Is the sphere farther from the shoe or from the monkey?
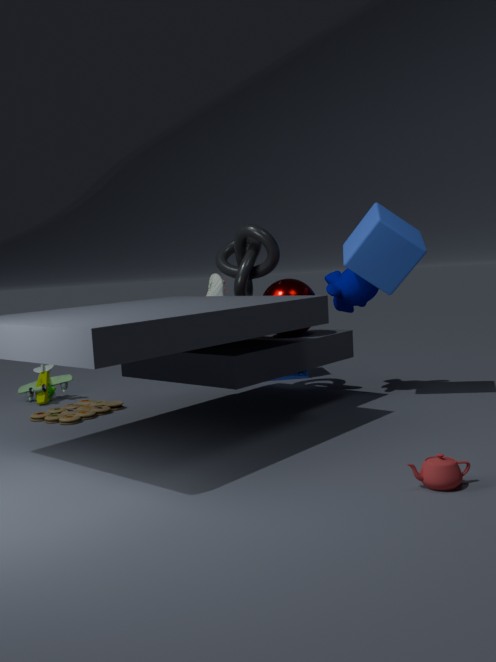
the shoe
